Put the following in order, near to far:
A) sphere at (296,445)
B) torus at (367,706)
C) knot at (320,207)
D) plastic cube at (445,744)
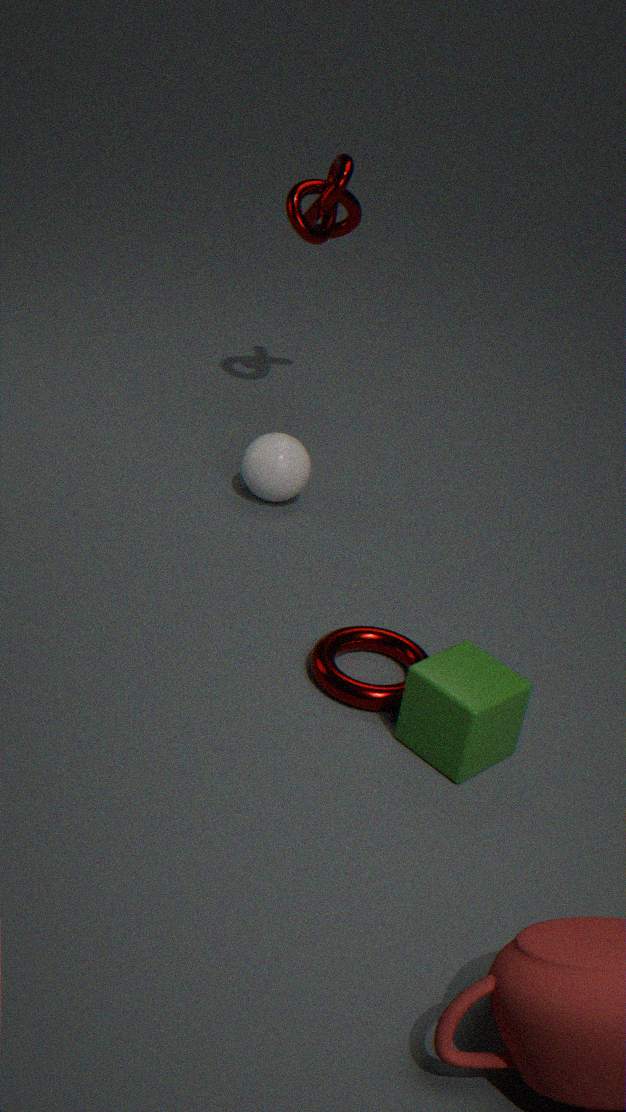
plastic cube at (445,744) < torus at (367,706) < sphere at (296,445) < knot at (320,207)
